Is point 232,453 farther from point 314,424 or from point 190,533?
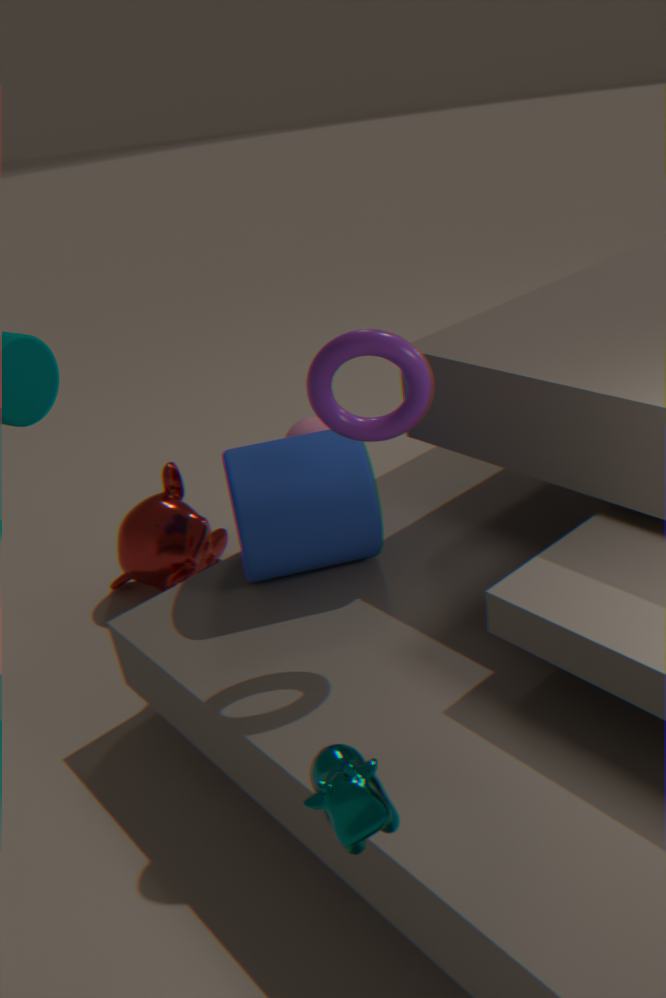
point 190,533
